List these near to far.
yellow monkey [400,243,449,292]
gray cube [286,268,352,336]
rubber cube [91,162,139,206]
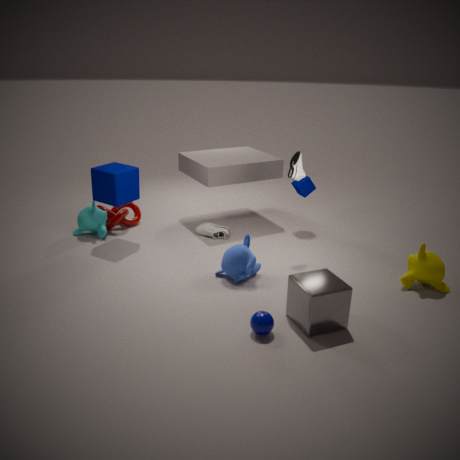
1. gray cube [286,268,352,336]
2. yellow monkey [400,243,449,292]
3. rubber cube [91,162,139,206]
